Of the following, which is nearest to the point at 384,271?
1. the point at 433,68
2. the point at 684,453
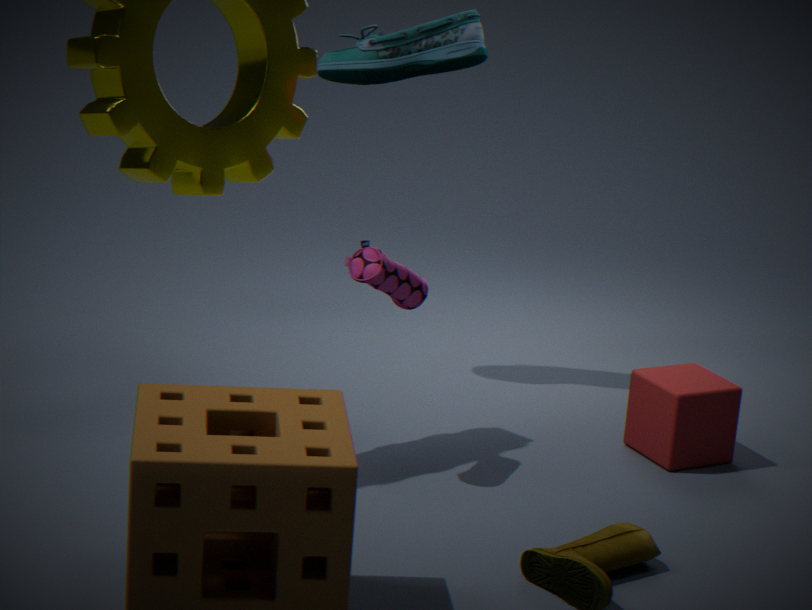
the point at 433,68
